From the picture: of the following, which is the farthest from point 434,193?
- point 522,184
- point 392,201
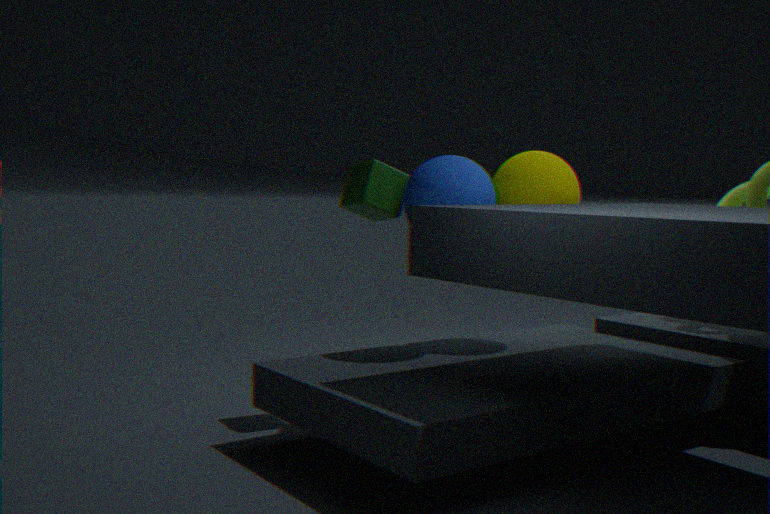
point 522,184
